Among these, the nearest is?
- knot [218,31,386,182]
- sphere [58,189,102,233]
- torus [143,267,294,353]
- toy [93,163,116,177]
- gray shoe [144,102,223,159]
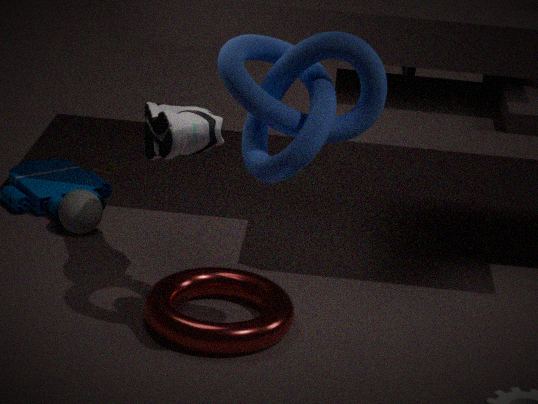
knot [218,31,386,182]
